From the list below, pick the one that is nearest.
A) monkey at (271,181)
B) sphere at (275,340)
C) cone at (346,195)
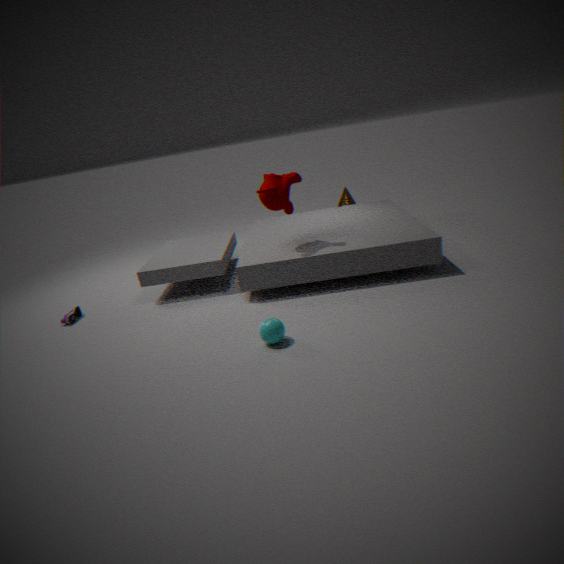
sphere at (275,340)
